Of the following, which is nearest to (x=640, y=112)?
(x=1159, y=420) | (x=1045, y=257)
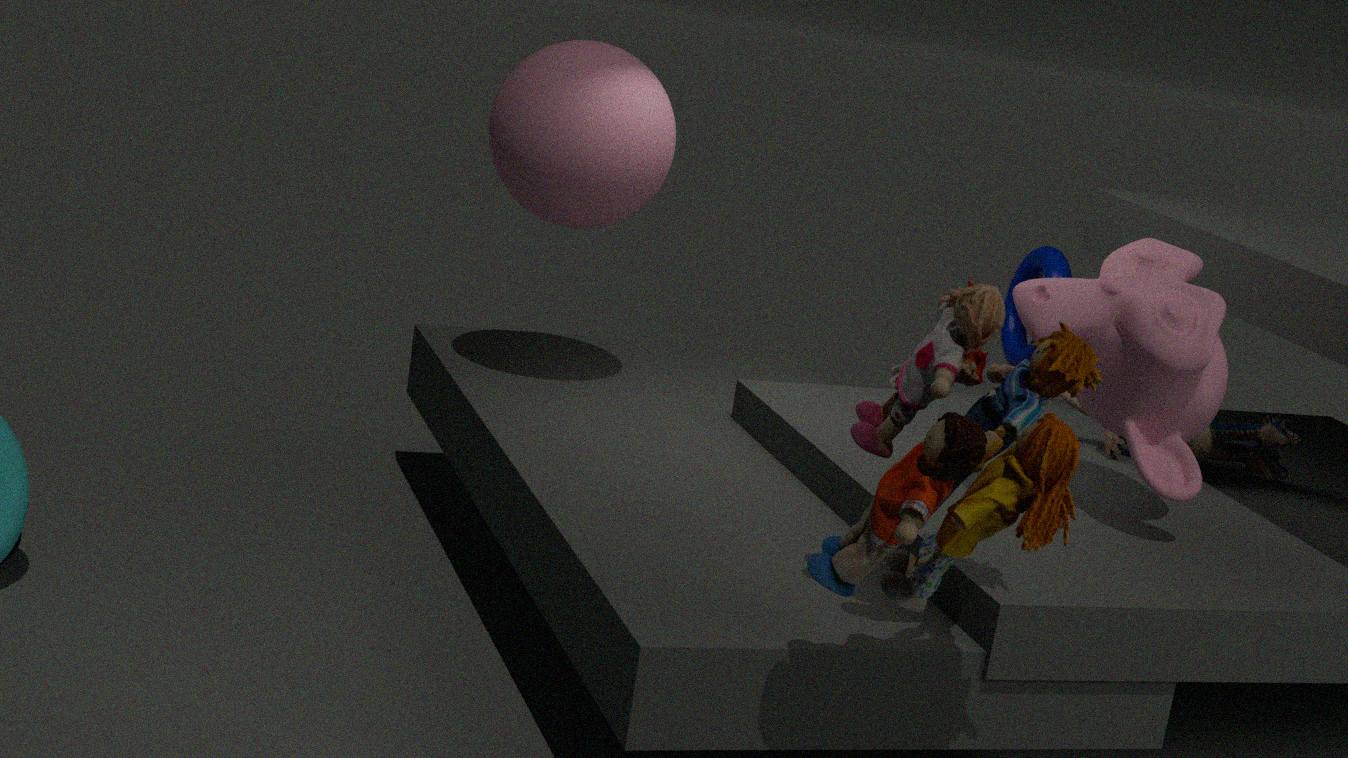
(x=1045, y=257)
